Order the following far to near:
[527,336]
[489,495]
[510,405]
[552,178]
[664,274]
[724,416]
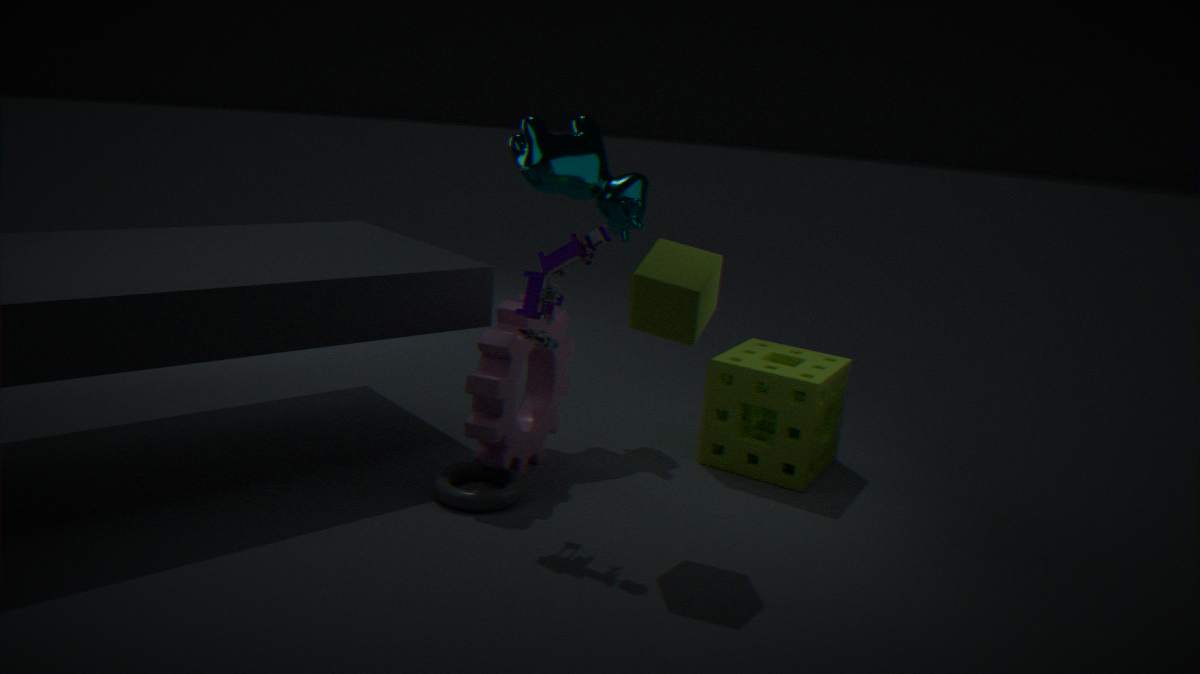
[724,416] < [552,178] < [510,405] < [489,495] < [527,336] < [664,274]
